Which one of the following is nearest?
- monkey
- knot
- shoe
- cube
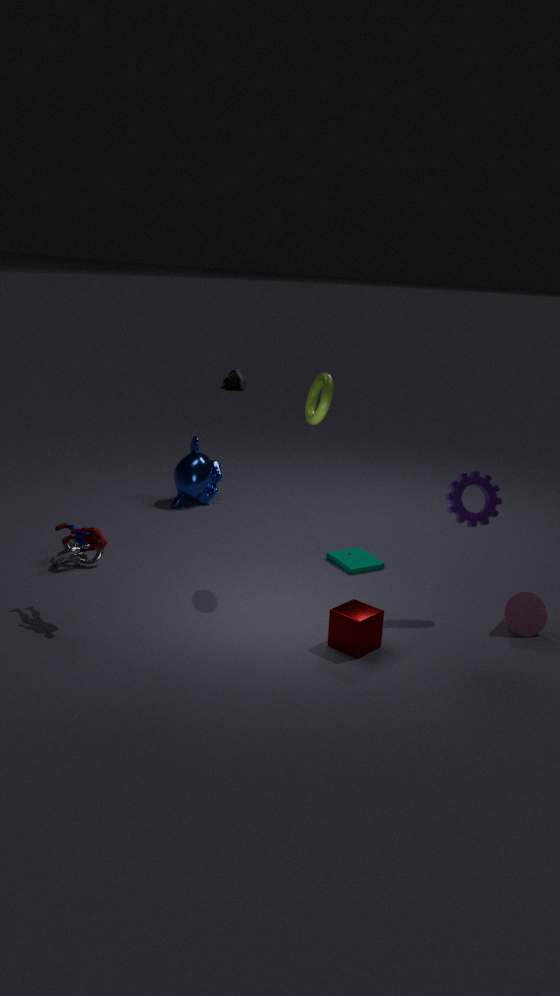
cube
